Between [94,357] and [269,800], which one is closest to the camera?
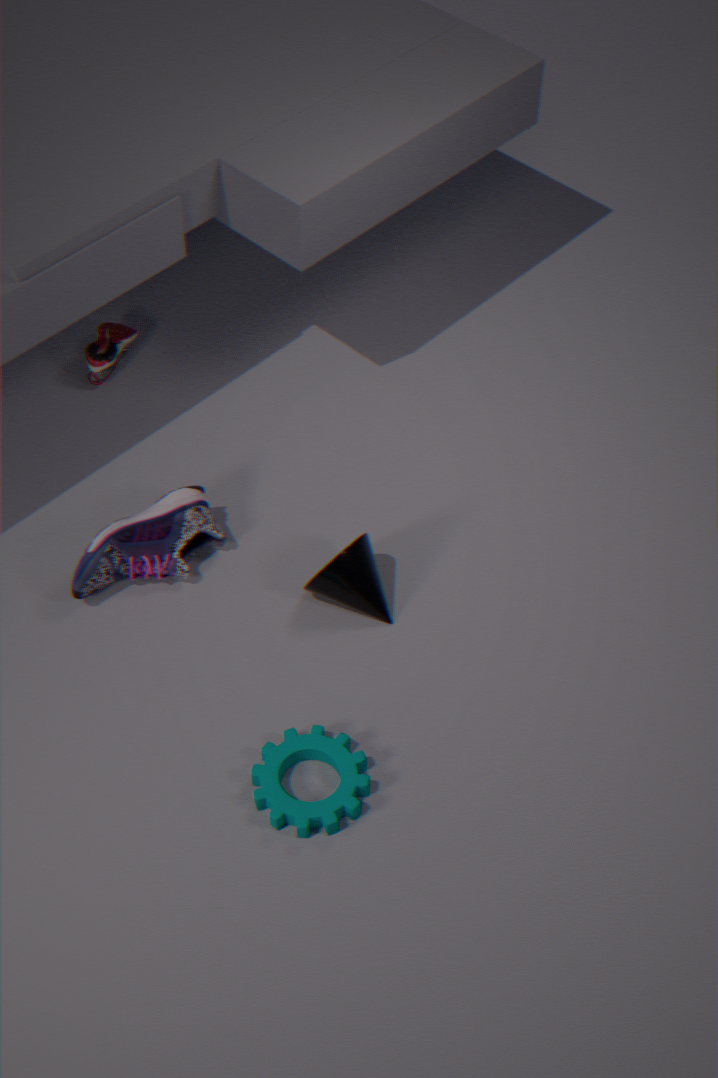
[269,800]
